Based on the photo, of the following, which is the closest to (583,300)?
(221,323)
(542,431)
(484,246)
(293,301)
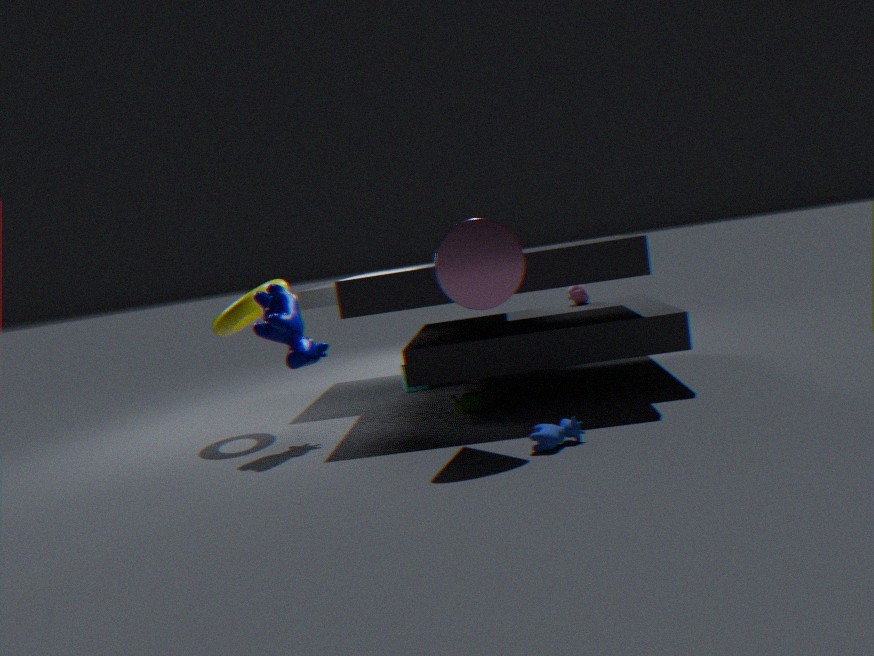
(484,246)
